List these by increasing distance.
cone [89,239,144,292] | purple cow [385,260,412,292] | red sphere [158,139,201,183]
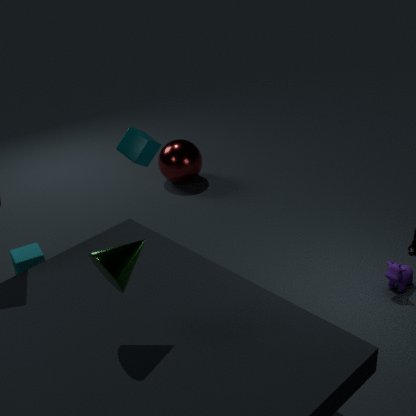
1. cone [89,239,144,292]
2. purple cow [385,260,412,292]
3. red sphere [158,139,201,183]
